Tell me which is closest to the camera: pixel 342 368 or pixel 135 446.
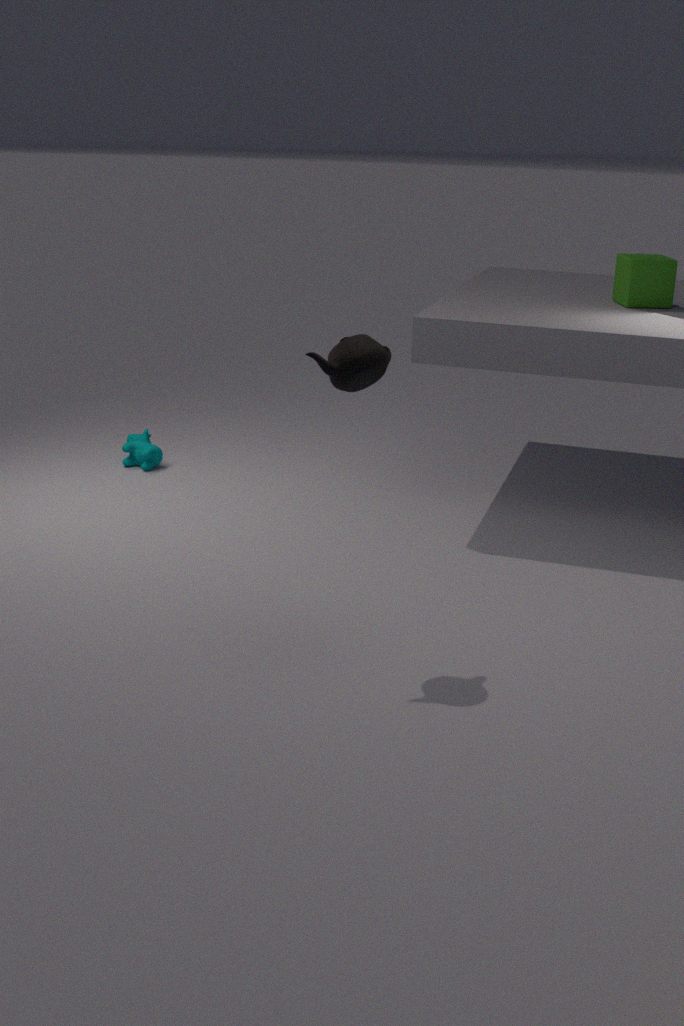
pixel 342 368
